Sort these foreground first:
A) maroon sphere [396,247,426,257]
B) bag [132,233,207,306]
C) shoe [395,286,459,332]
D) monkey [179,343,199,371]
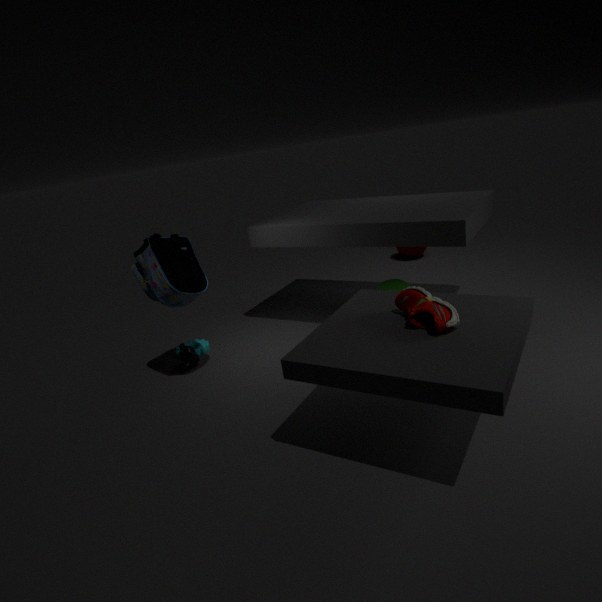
shoe [395,286,459,332]
bag [132,233,207,306]
monkey [179,343,199,371]
maroon sphere [396,247,426,257]
